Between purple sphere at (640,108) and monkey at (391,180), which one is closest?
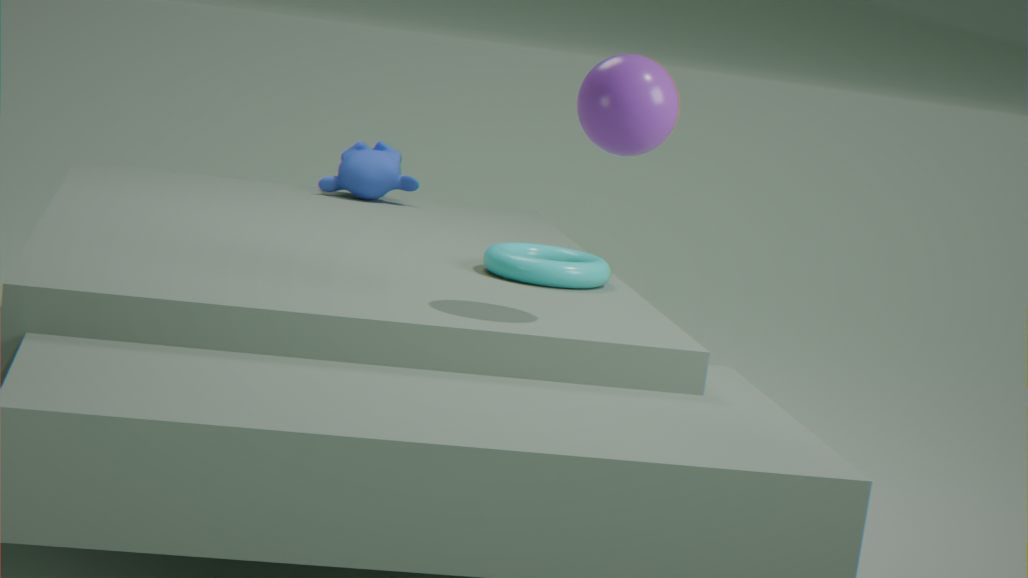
purple sphere at (640,108)
